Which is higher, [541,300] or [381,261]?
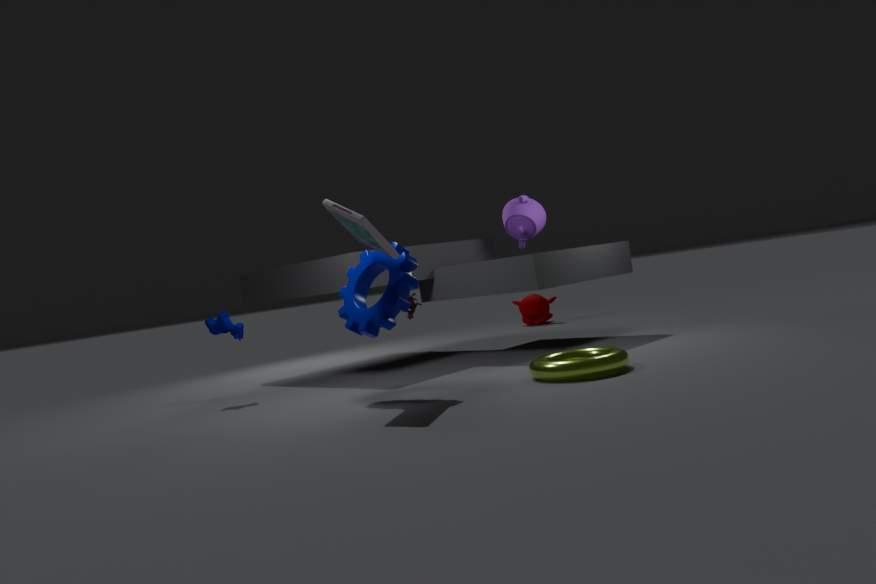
[381,261]
